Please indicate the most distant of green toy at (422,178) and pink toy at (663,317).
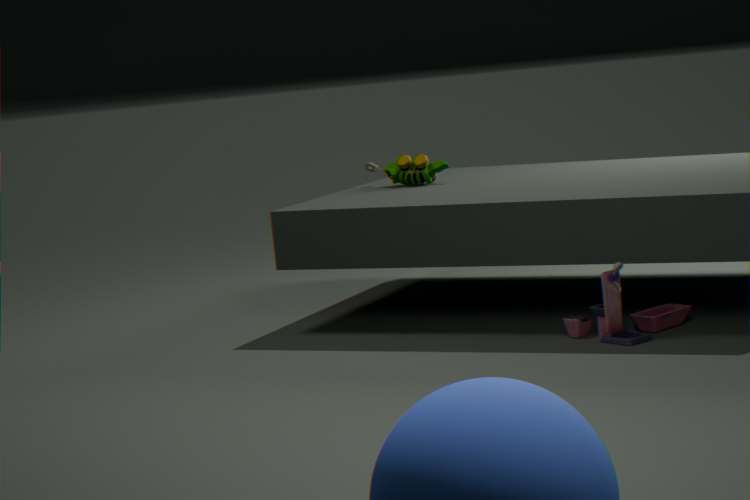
green toy at (422,178)
